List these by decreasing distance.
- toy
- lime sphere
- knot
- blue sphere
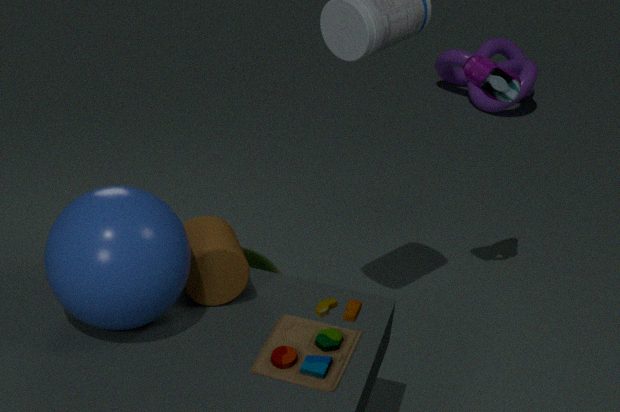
1. knot
2. lime sphere
3. blue sphere
4. toy
